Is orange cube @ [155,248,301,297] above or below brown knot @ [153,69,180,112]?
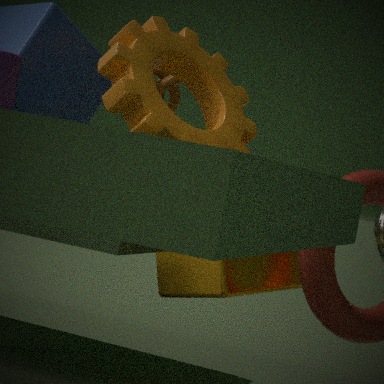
below
